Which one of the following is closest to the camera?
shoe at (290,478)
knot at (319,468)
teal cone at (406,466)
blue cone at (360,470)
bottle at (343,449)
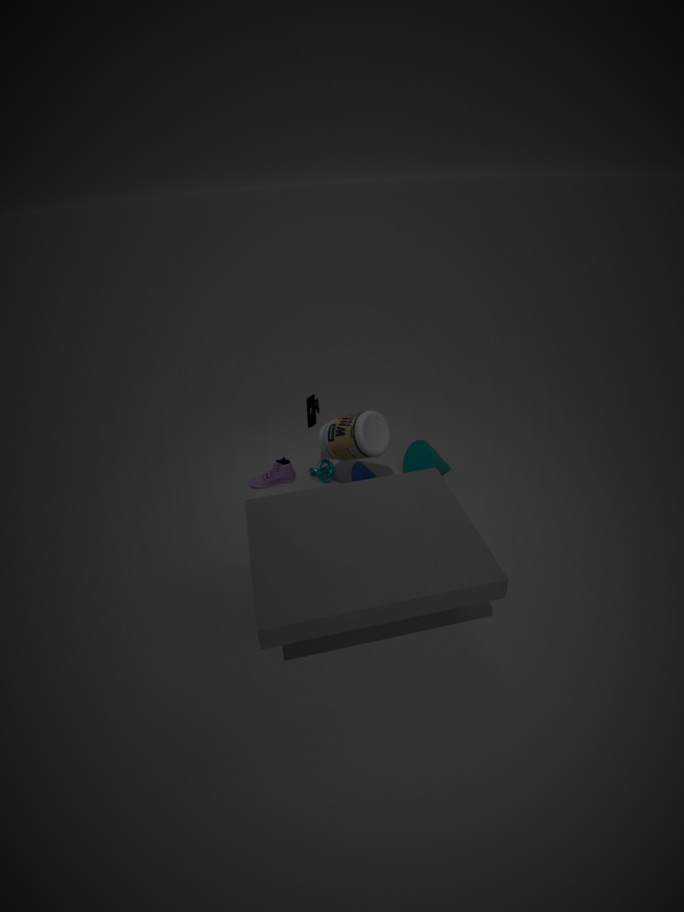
bottle at (343,449)
